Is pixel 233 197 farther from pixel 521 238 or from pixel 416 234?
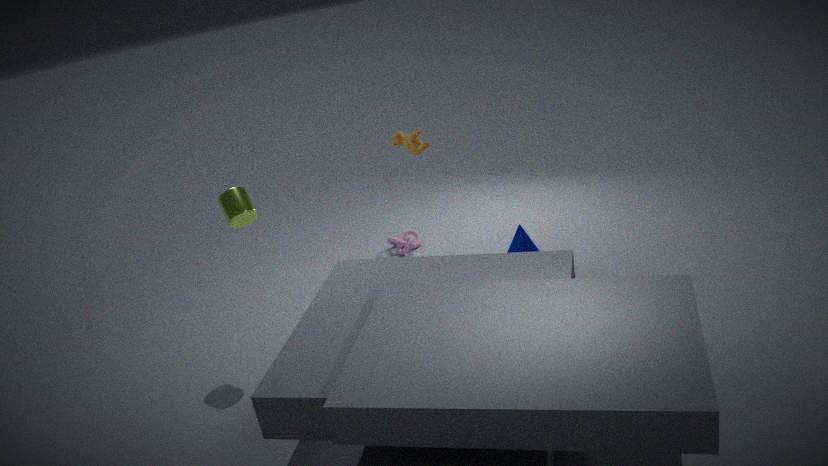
pixel 521 238
